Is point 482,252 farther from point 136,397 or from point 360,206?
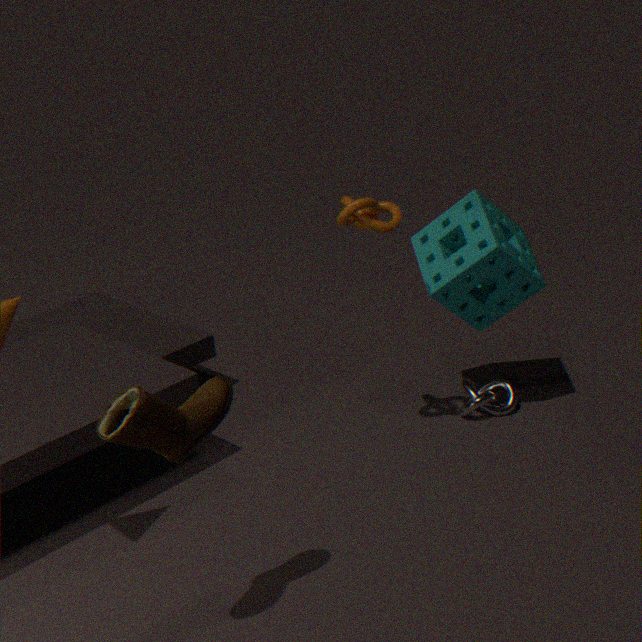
point 136,397
